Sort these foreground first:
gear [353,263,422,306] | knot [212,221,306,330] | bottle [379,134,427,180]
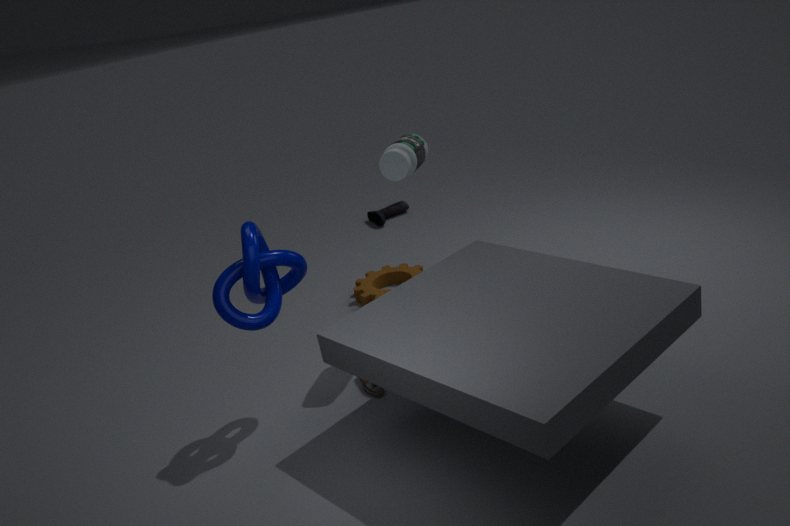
knot [212,221,306,330] → bottle [379,134,427,180] → gear [353,263,422,306]
